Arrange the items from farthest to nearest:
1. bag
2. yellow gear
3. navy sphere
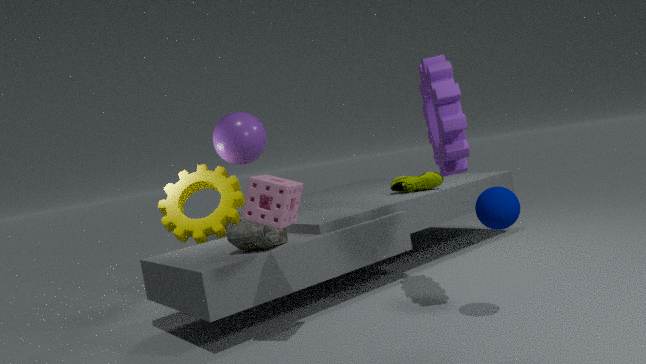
yellow gear → bag → navy sphere
